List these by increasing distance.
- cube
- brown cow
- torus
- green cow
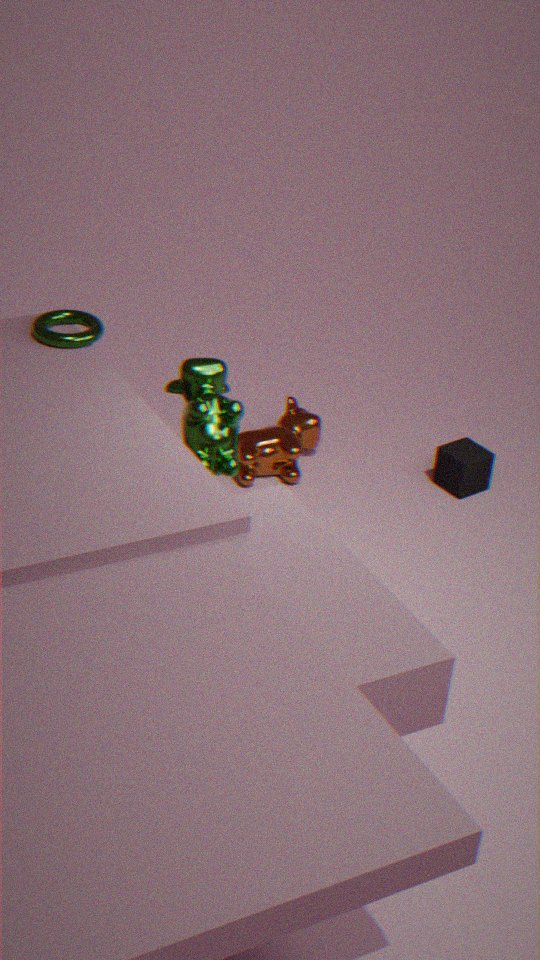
green cow, torus, brown cow, cube
